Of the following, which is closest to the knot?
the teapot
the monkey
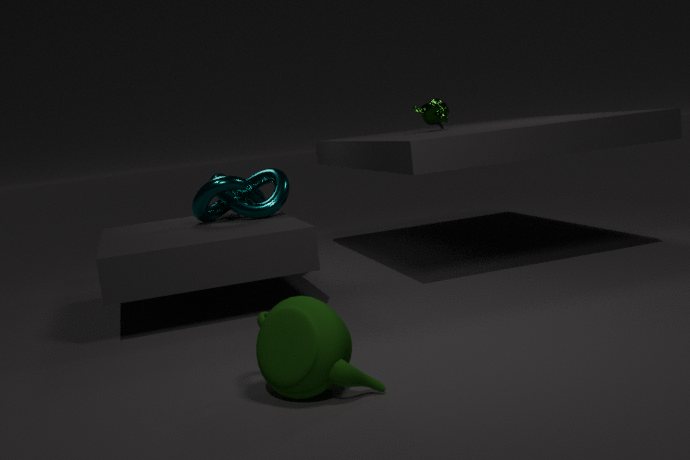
the monkey
